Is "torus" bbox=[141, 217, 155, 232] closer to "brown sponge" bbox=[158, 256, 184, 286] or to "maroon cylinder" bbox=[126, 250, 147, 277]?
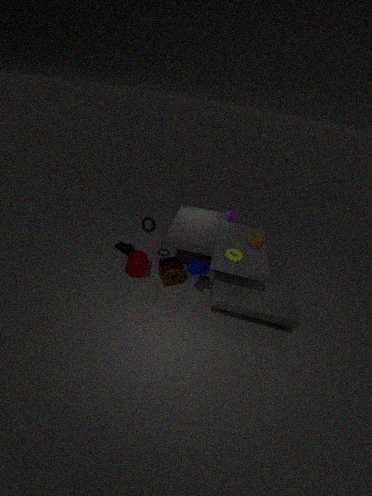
"maroon cylinder" bbox=[126, 250, 147, 277]
